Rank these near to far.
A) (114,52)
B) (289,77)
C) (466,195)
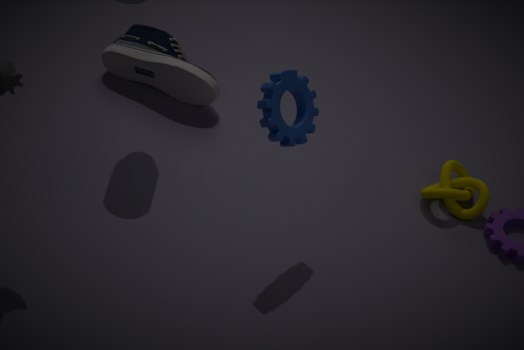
(289,77), (466,195), (114,52)
